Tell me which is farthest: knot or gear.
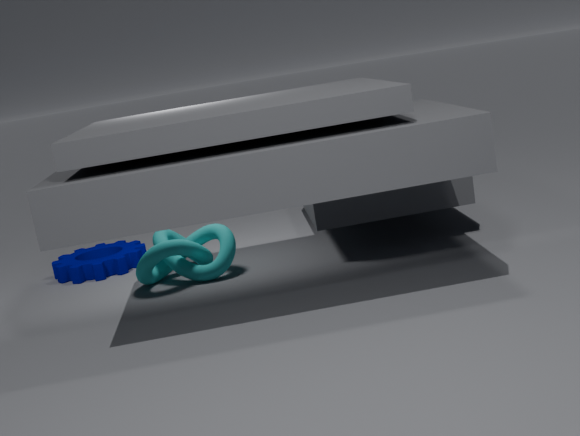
gear
